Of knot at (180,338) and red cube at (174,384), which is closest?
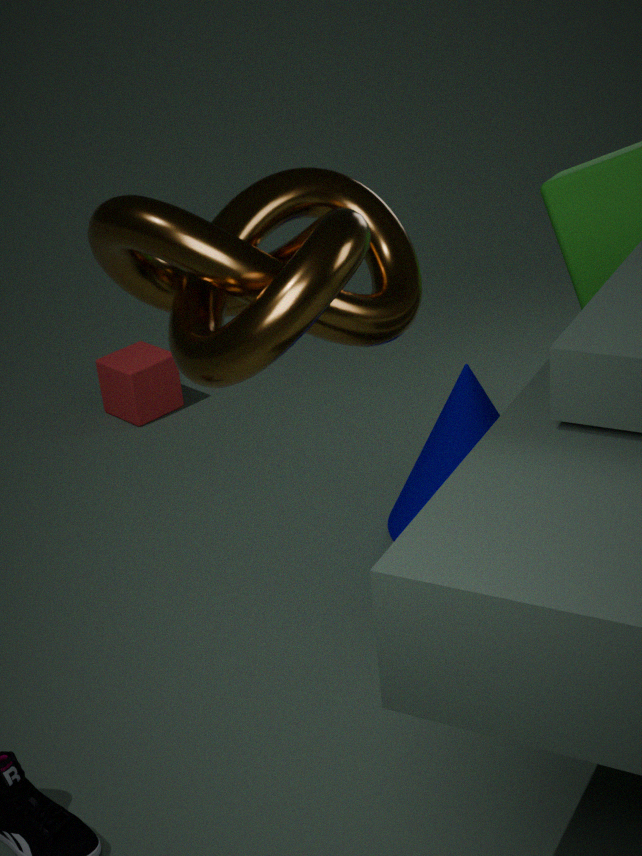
knot at (180,338)
